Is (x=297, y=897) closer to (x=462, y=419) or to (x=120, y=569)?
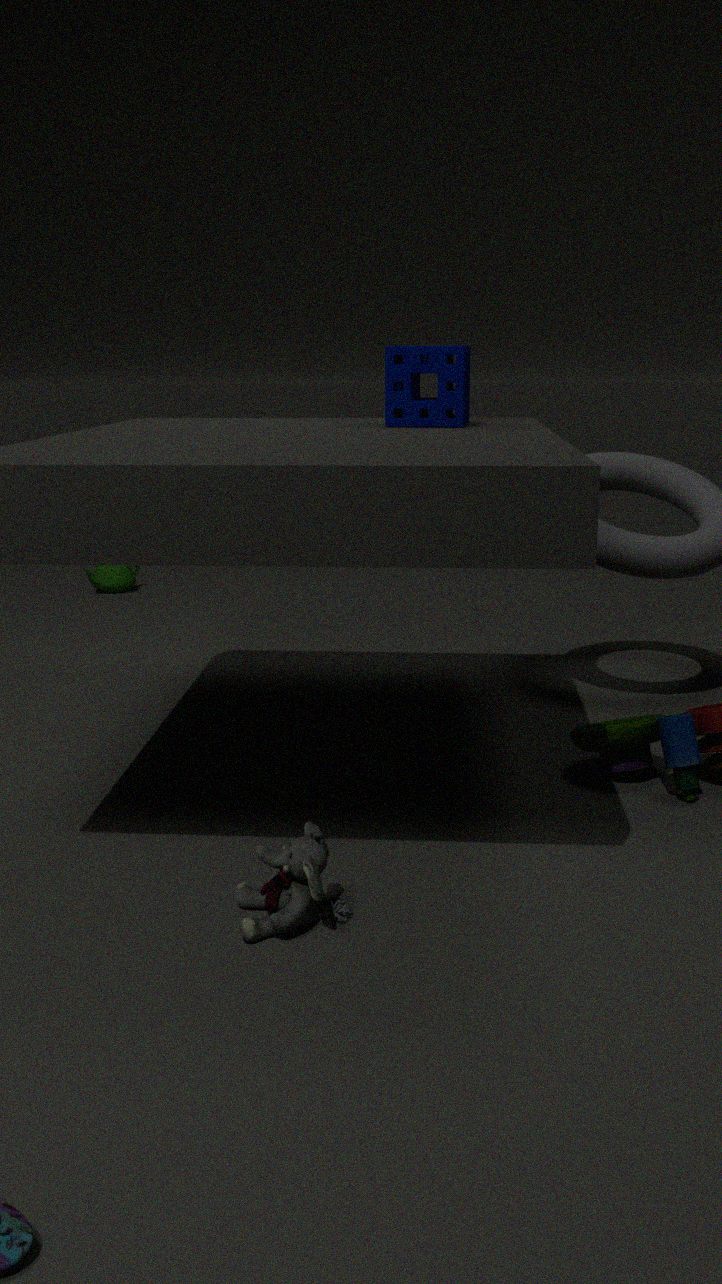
(x=462, y=419)
